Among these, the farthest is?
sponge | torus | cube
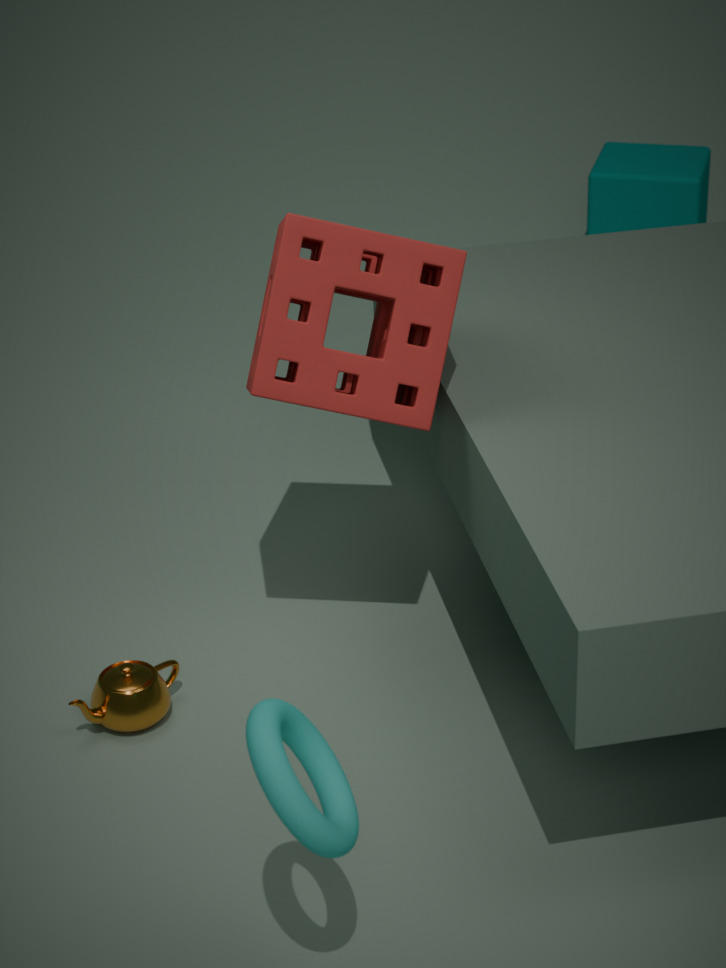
cube
